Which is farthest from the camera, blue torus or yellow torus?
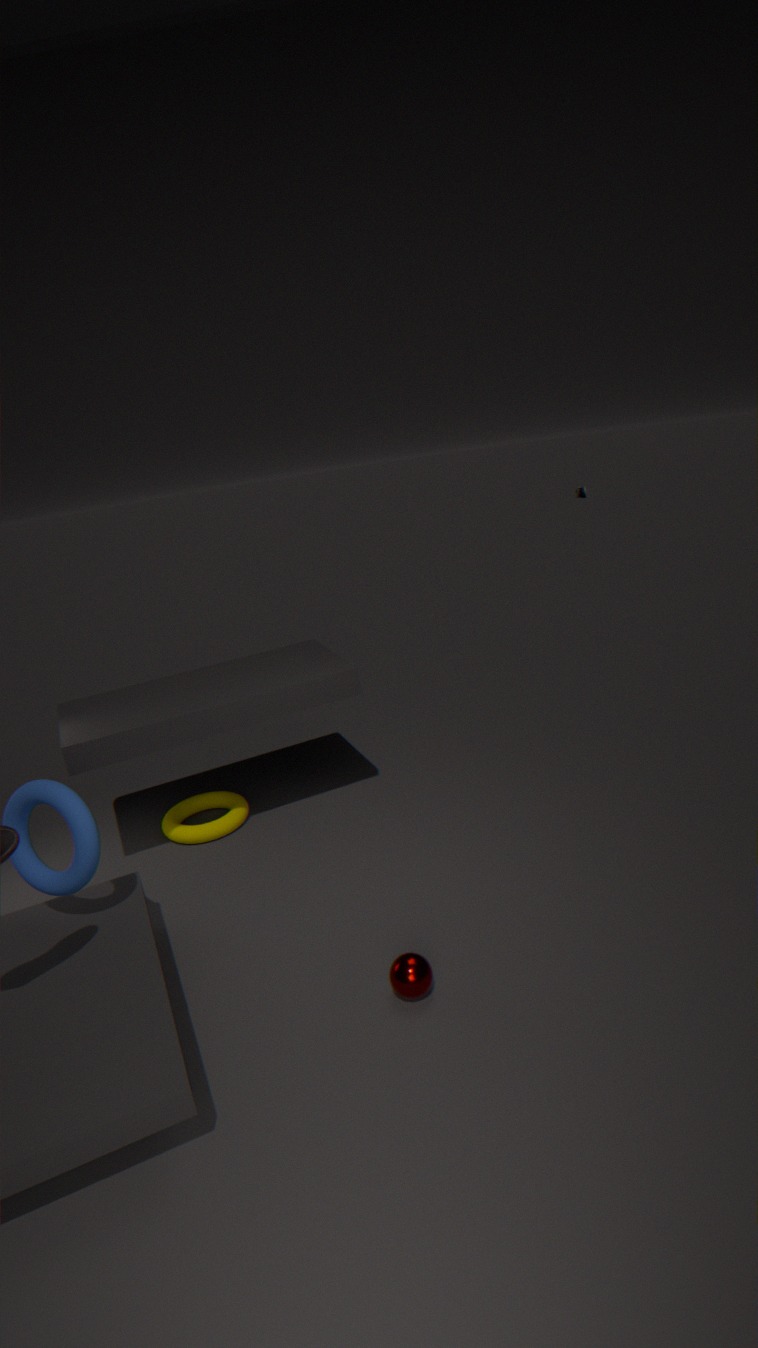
yellow torus
